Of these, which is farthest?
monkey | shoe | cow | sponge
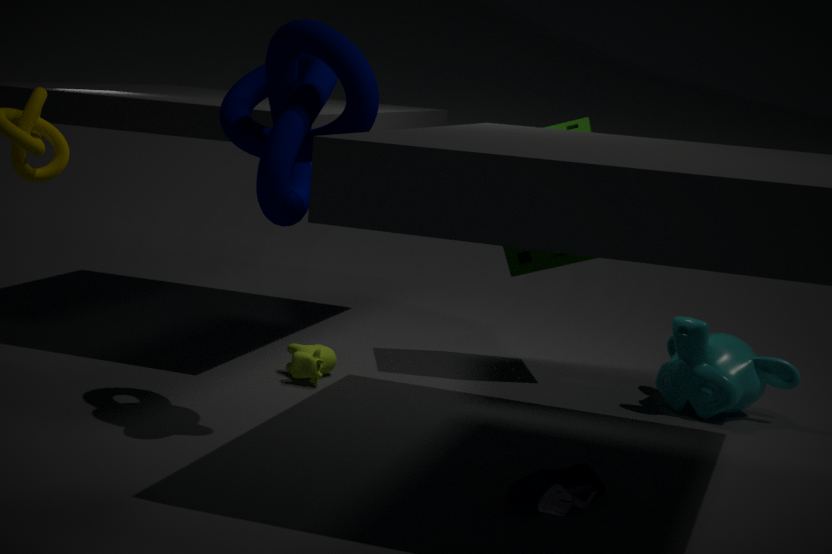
sponge
